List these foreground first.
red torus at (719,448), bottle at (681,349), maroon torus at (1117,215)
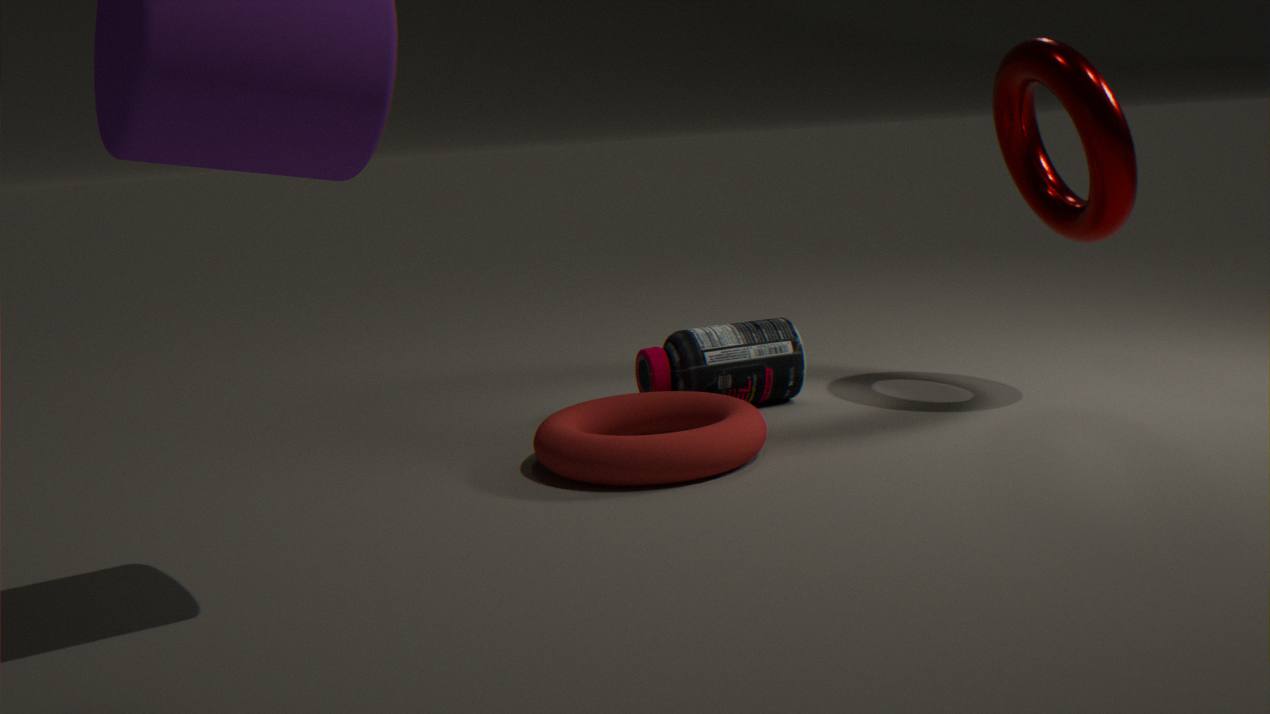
red torus at (719,448) < maroon torus at (1117,215) < bottle at (681,349)
